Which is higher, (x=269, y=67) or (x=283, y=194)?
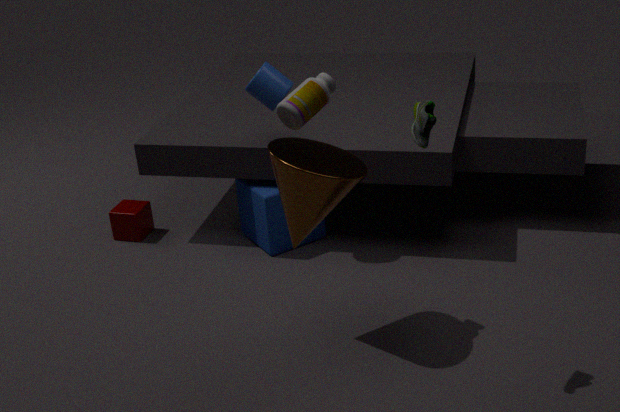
(x=269, y=67)
